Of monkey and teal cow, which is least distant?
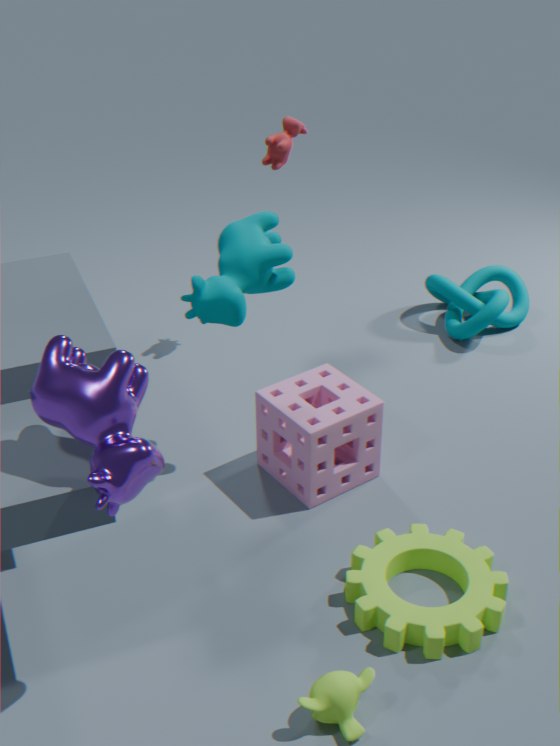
monkey
